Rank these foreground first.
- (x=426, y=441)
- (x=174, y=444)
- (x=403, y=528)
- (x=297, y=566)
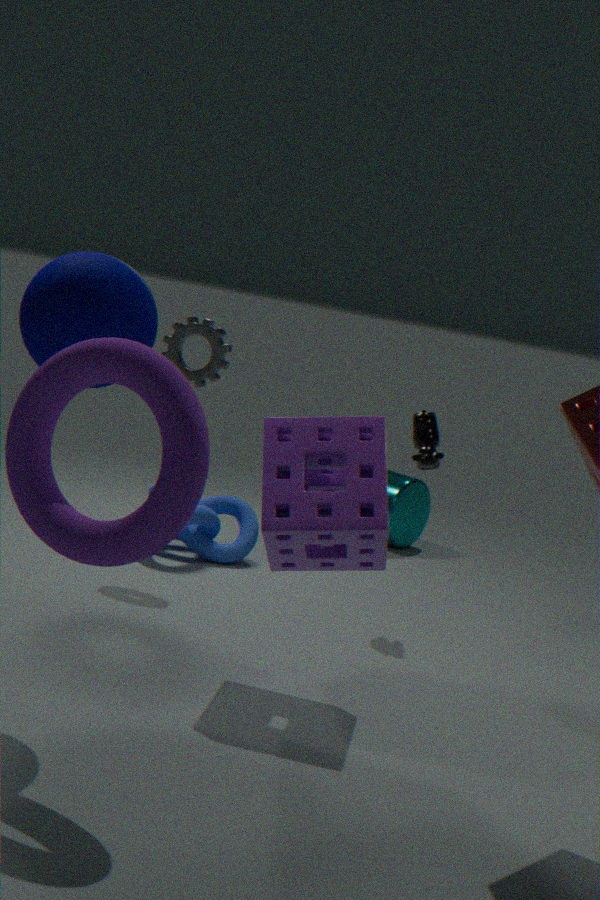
(x=174, y=444) < (x=297, y=566) < (x=426, y=441) < (x=403, y=528)
